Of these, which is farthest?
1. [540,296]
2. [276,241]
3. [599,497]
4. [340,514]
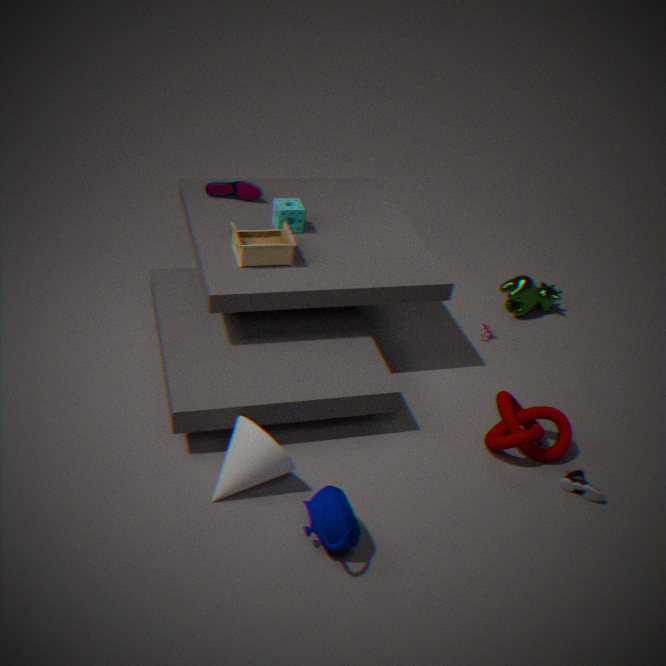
[540,296]
